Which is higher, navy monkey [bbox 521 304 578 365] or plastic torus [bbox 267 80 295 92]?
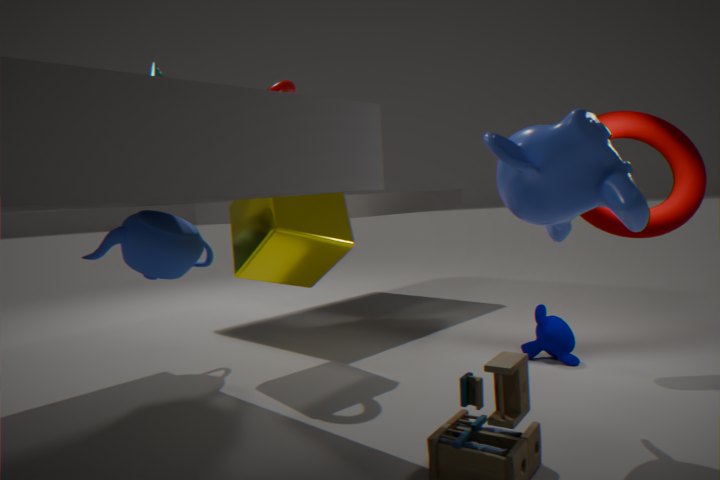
plastic torus [bbox 267 80 295 92]
